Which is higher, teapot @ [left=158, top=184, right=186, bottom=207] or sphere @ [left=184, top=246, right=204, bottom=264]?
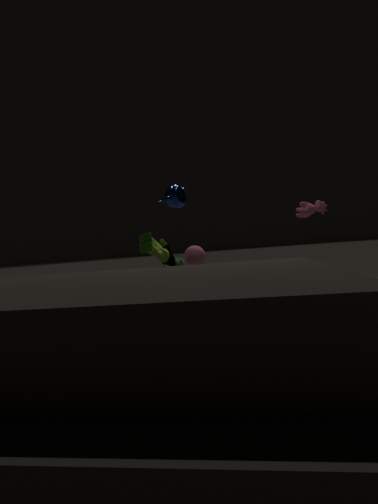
teapot @ [left=158, top=184, right=186, bottom=207]
